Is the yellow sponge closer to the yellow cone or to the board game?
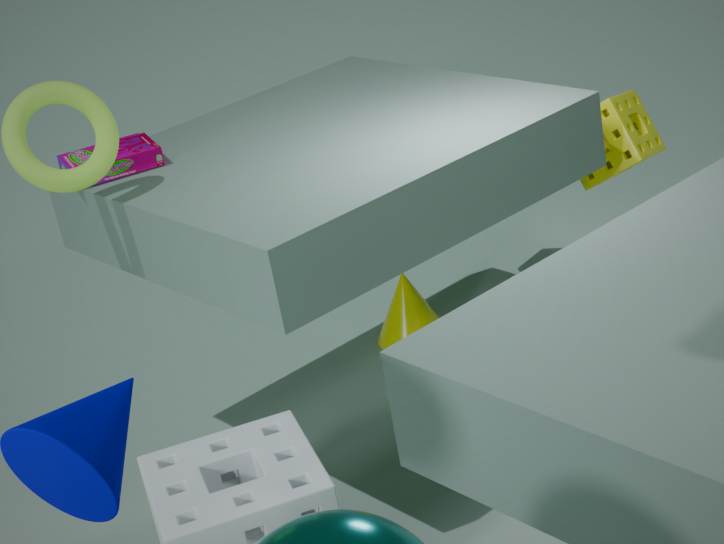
the yellow cone
